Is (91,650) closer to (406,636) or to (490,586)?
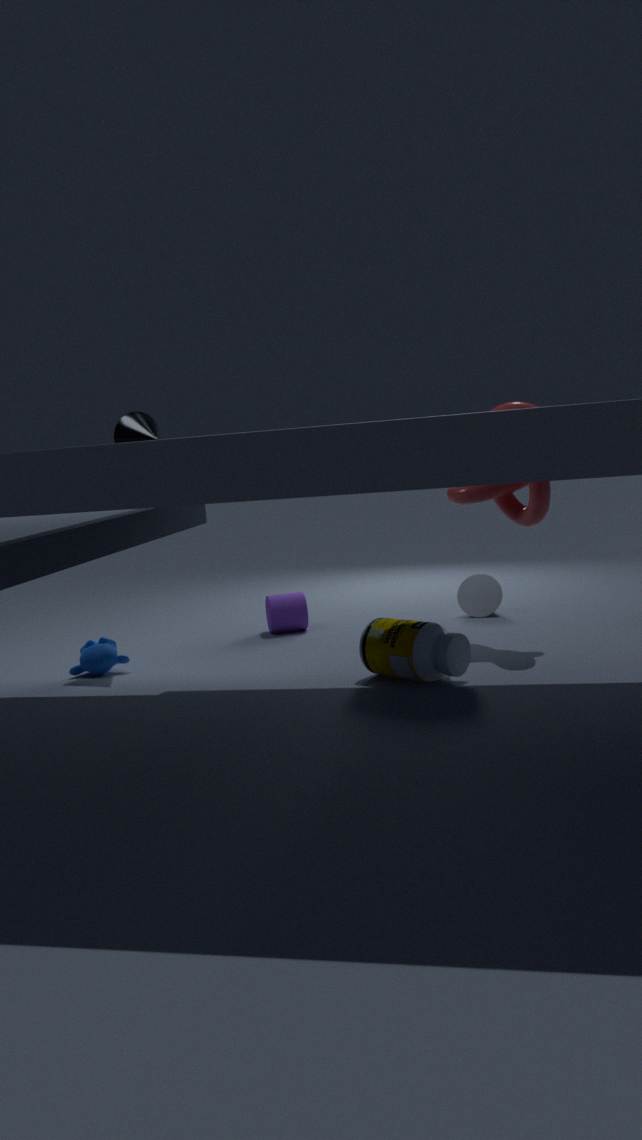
(406,636)
